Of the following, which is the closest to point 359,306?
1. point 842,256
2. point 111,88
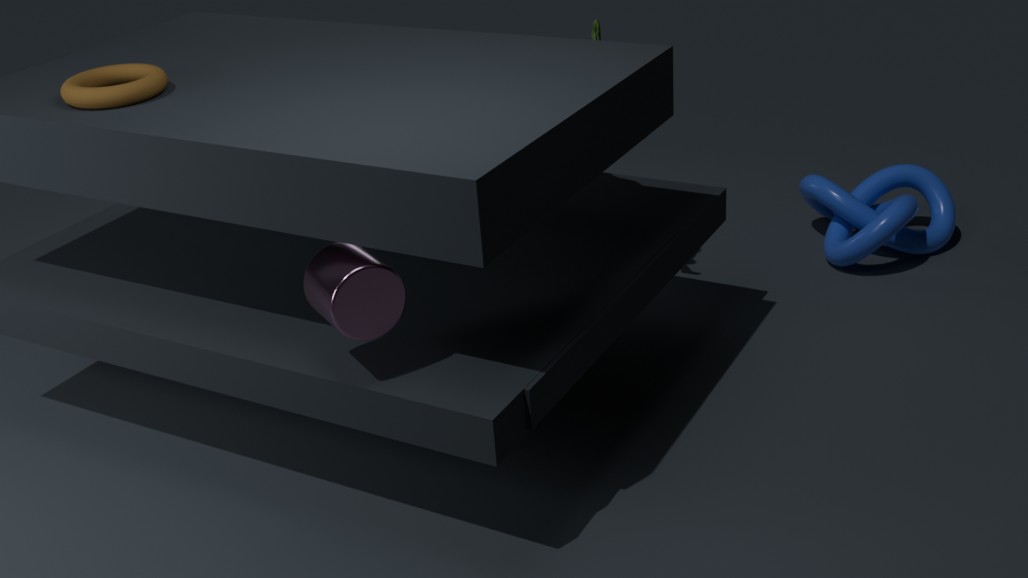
point 111,88
